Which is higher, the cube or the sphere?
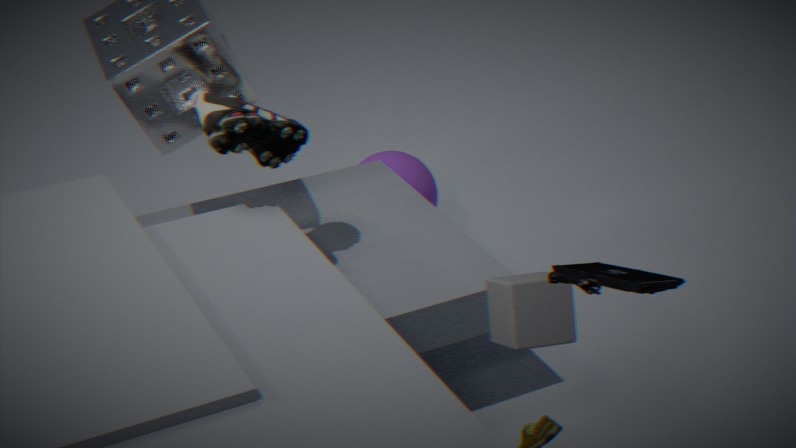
the cube
